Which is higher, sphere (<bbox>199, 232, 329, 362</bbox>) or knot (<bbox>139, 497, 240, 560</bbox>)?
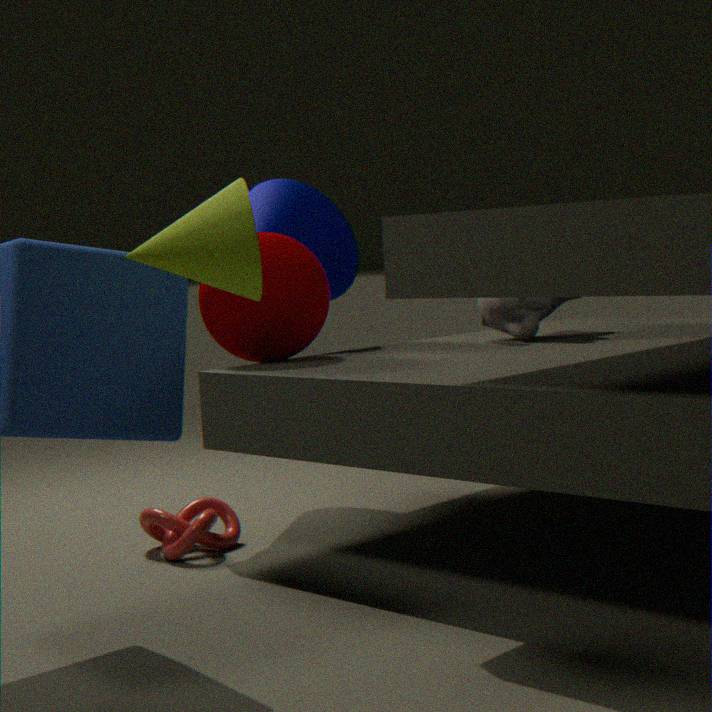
sphere (<bbox>199, 232, 329, 362</bbox>)
